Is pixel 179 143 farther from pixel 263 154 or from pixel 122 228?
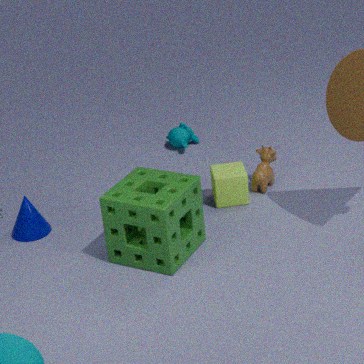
pixel 122 228
